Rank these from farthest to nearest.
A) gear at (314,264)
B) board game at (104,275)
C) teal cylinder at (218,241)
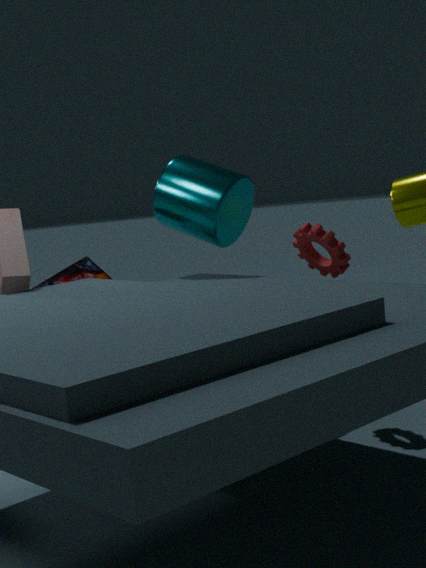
1. board game at (104,275)
2. teal cylinder at (218,241)
3. gear at (314,264)
